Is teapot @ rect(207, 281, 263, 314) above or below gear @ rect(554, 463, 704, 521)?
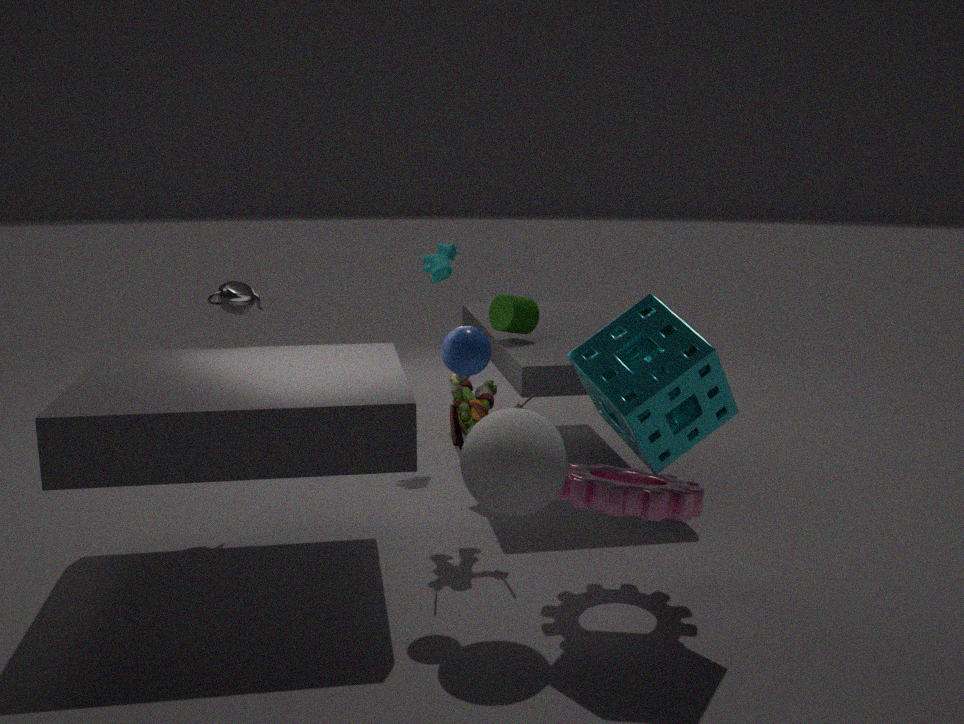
above
